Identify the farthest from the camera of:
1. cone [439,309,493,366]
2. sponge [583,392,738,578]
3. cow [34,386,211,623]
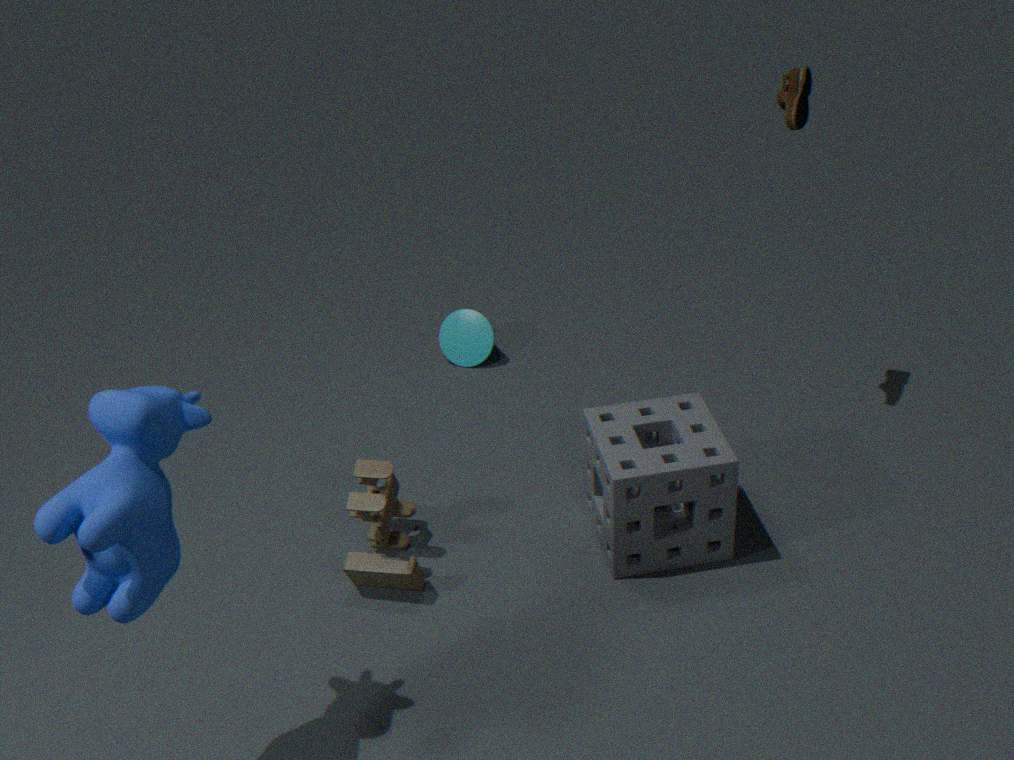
cone [439,309,493,366]
